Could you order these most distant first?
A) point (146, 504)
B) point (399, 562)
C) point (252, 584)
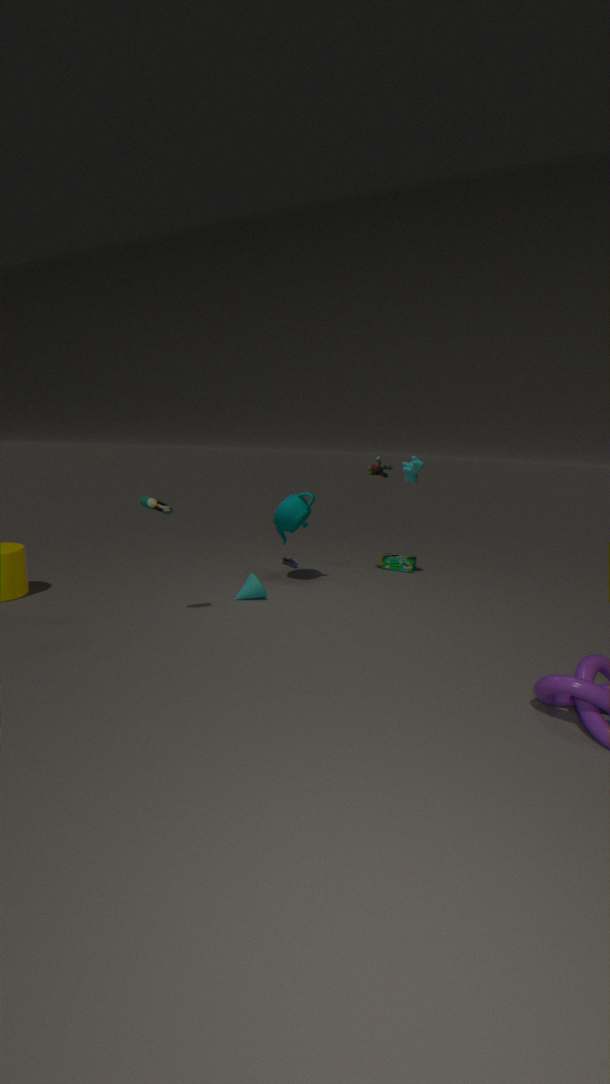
point (399, 562) → point (252, 584) → point (146, 504)
